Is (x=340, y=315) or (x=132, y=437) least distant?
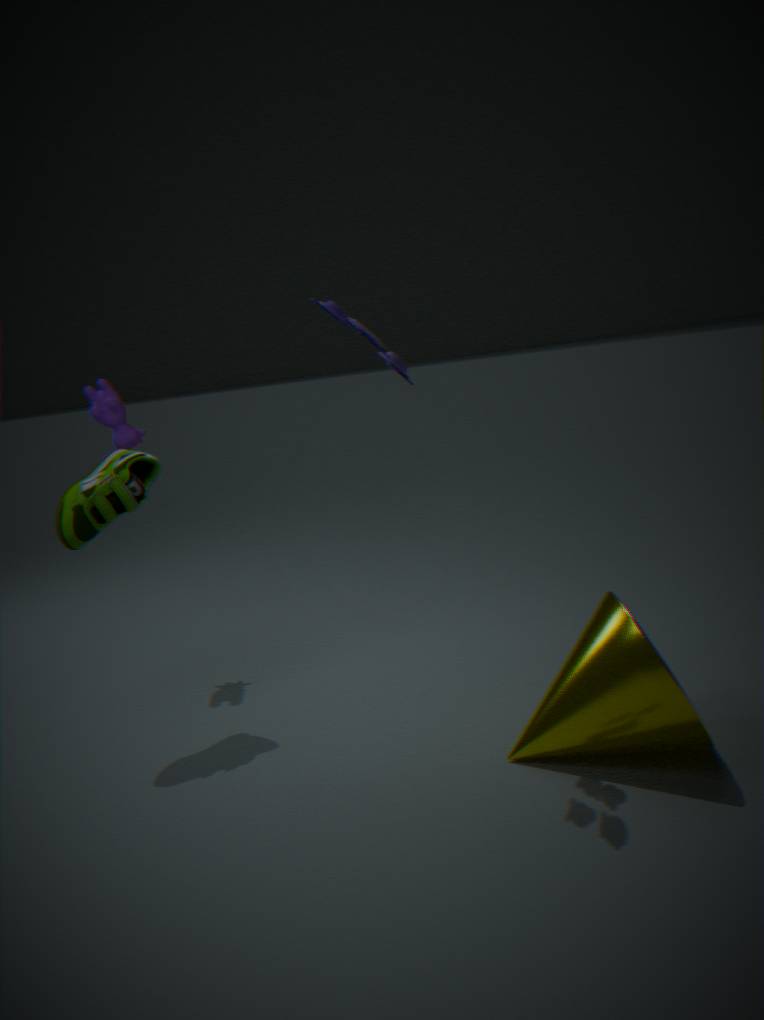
(x=340, y=315)
